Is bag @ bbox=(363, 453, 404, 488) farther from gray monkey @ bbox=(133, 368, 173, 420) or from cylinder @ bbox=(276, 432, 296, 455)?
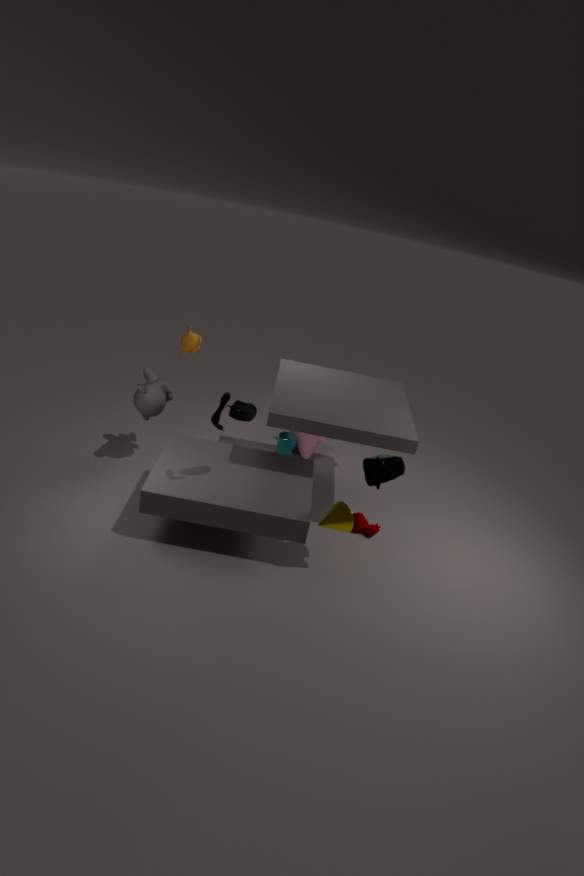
gray monkey @ bbox=(133, 368, 173, 420)
